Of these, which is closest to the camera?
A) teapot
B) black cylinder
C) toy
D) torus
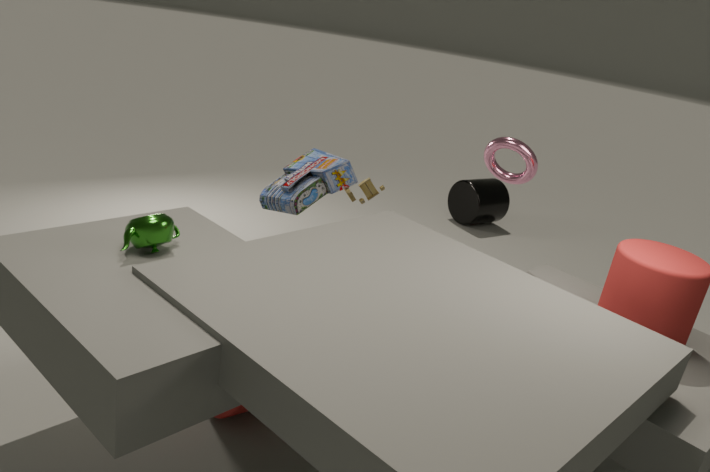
teapot
